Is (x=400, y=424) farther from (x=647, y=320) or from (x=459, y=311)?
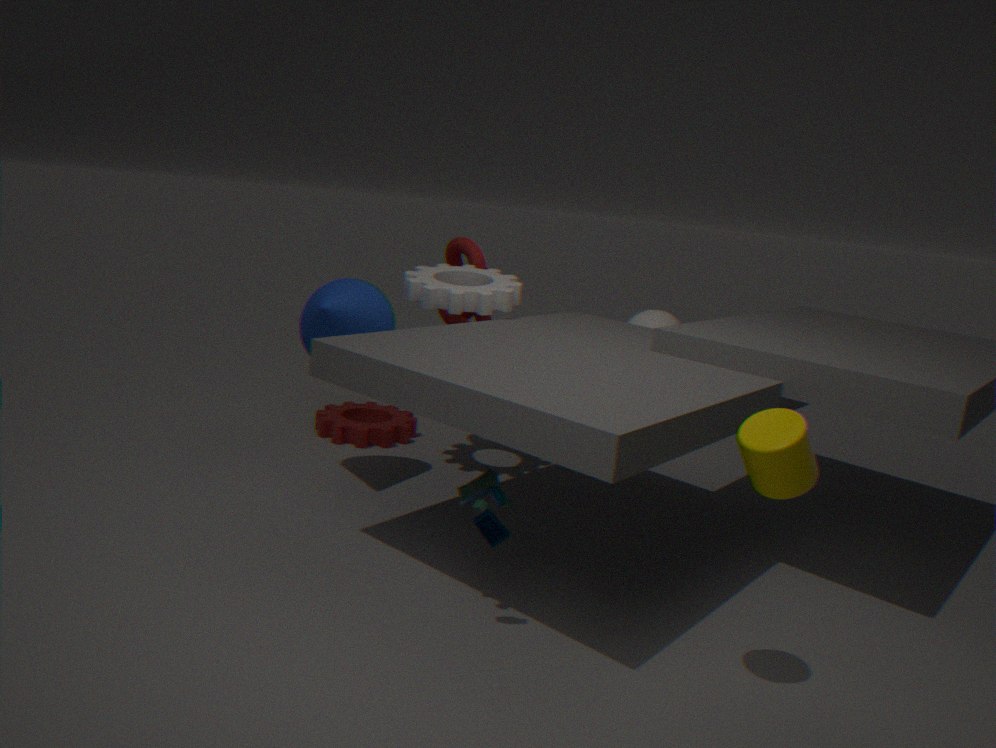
(x=647, y=320)
